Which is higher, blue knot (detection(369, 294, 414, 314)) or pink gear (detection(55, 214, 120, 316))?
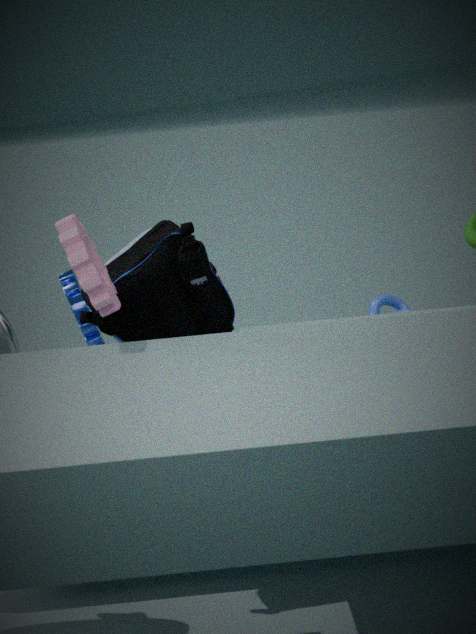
pink gear (detection(55, 214, 120, 316))
